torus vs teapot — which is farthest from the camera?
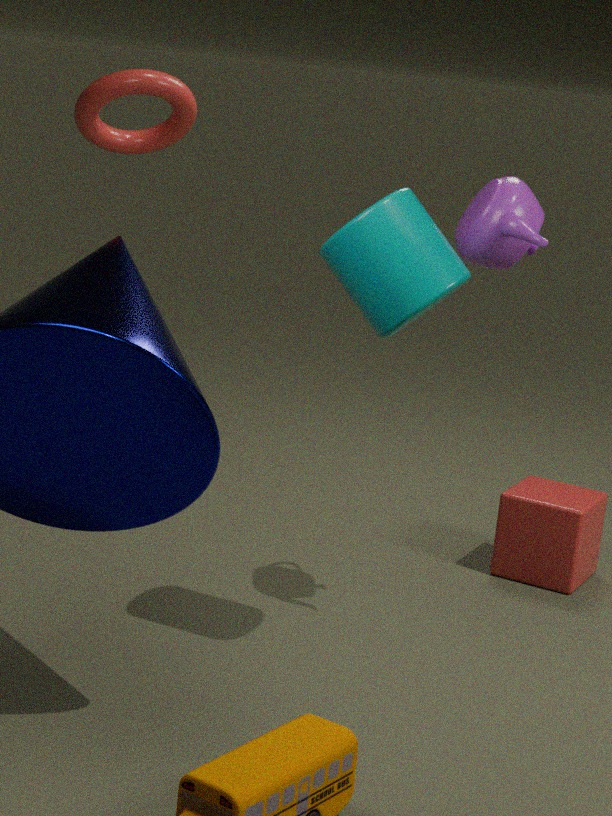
torus
